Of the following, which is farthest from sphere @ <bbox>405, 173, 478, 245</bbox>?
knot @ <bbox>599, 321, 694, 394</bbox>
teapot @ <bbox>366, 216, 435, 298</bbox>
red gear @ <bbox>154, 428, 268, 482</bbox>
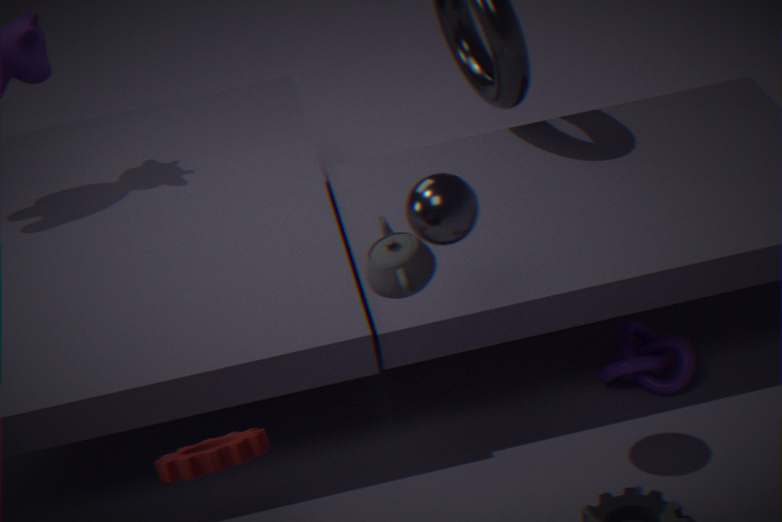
knot @ <bbox>599, 321, 694, 394</bbox>
